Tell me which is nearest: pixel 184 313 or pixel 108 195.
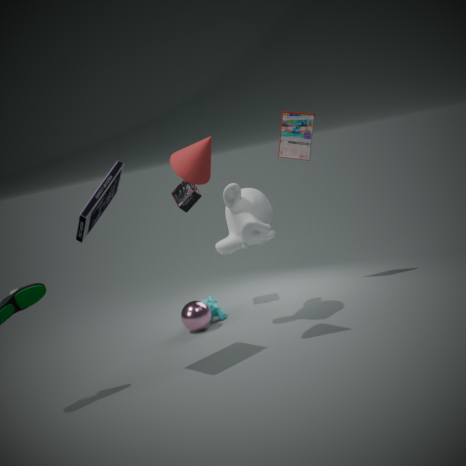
pixel 108 195
